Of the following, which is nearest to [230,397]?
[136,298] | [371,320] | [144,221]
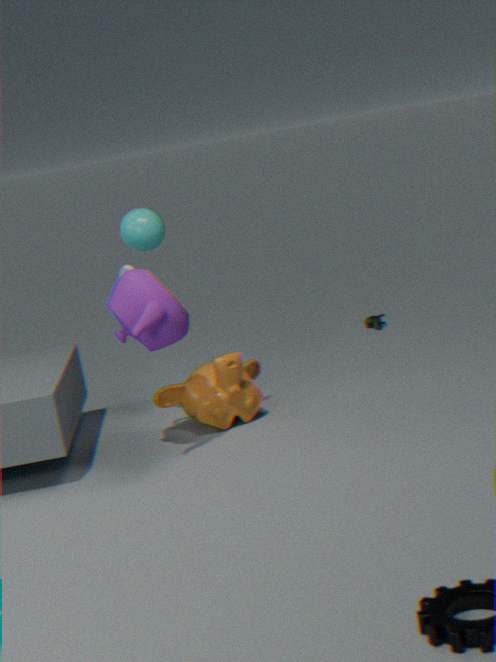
[136,298]
